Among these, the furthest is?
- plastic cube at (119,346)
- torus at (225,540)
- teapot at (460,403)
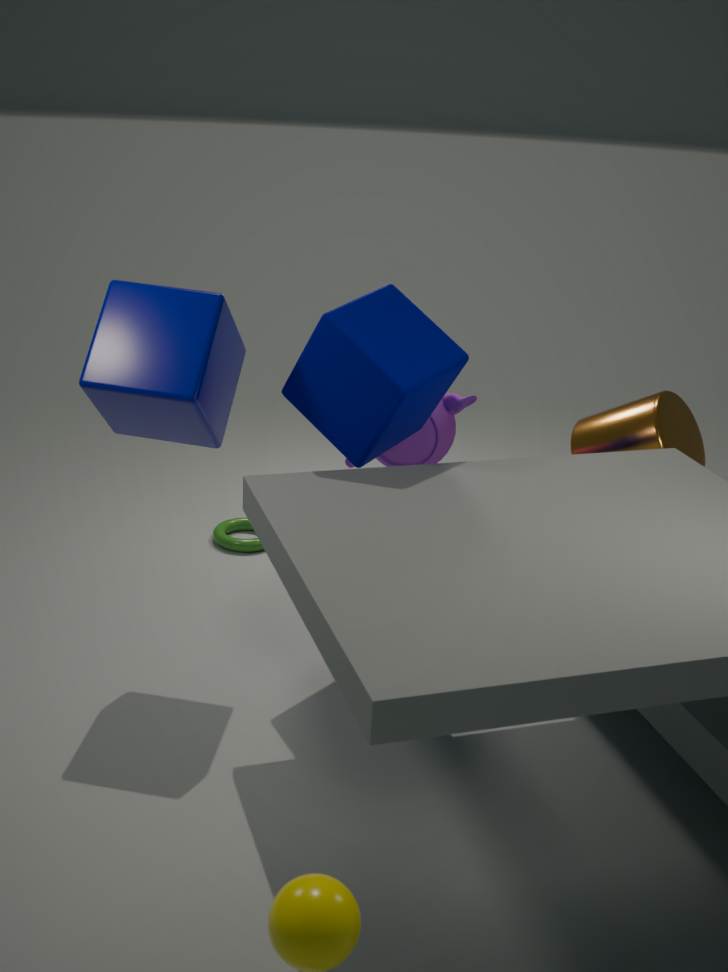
torus at (225,540)
